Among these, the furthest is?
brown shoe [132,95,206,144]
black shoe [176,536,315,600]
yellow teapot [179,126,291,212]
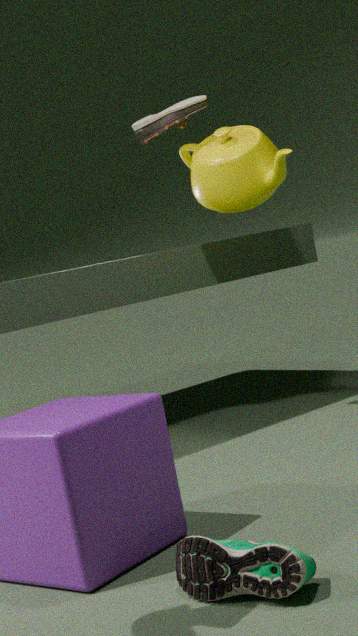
brown shoe [132,95,206,144]
